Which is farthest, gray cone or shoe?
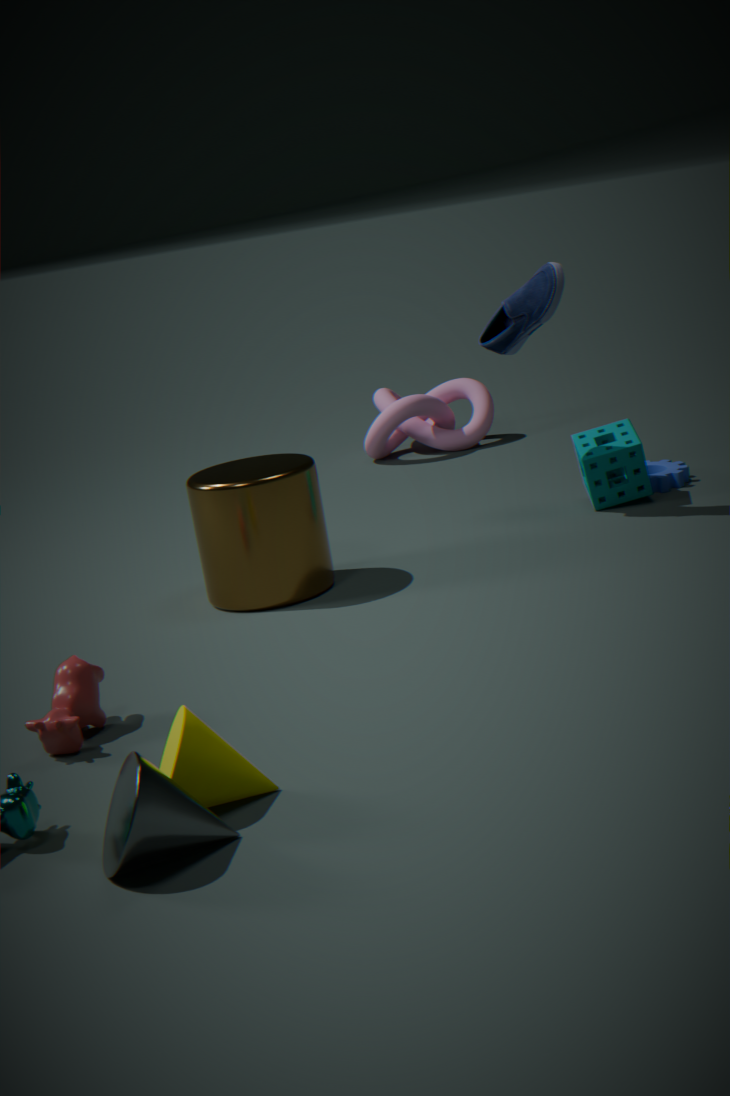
shoe
